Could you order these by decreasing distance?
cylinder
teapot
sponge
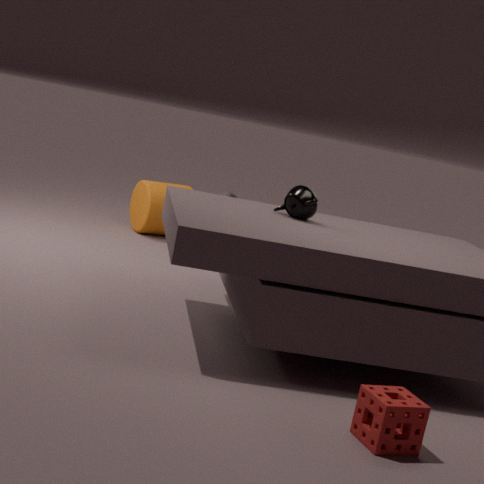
cylinder
teapot
sponge
